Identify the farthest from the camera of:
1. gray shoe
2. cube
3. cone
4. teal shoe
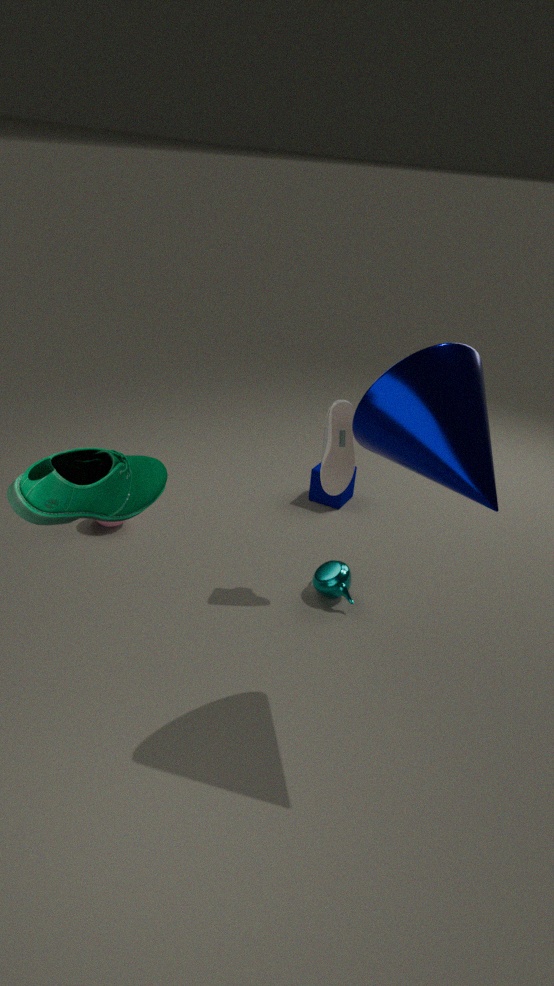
cube
